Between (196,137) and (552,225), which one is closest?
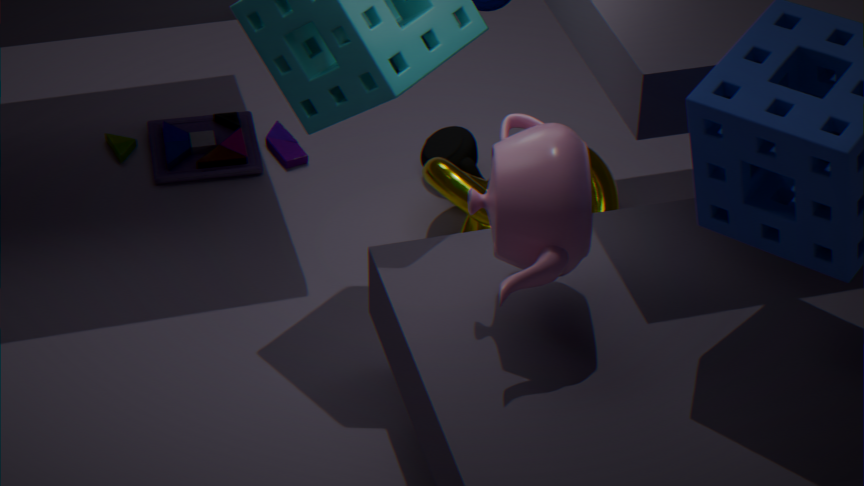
(552,225)
